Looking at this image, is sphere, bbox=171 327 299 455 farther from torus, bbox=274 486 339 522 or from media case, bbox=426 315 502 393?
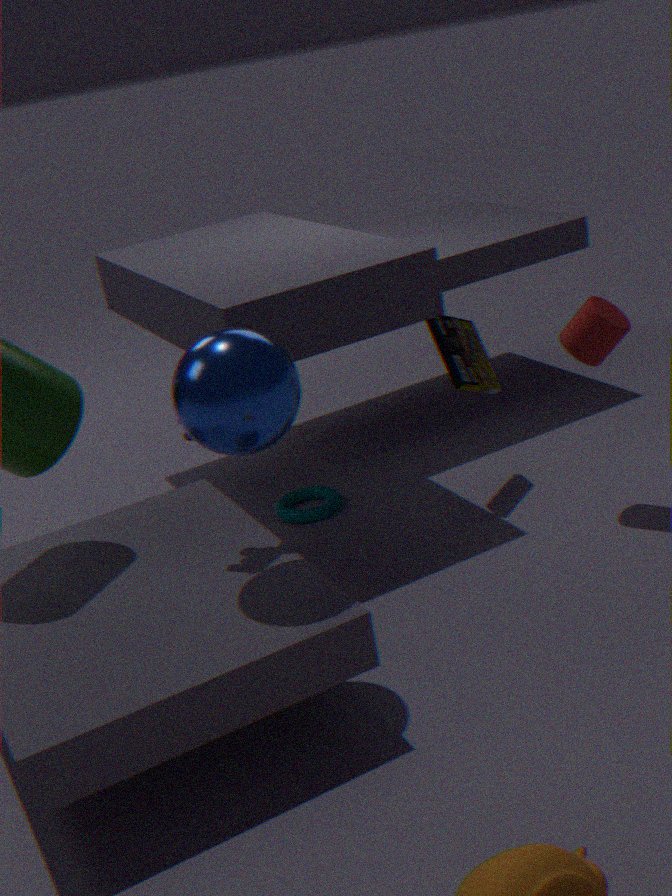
torus, bbox=274 486 339 522
